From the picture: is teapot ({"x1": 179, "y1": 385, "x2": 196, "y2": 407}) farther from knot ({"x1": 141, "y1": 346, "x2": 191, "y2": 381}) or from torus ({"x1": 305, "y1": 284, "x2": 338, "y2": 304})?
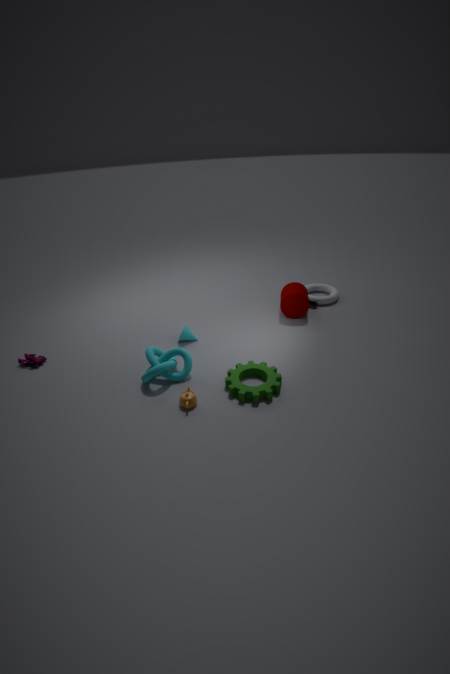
torus ({"x1": 305, "y1": 284, "x2": 338, "y2": 304})
